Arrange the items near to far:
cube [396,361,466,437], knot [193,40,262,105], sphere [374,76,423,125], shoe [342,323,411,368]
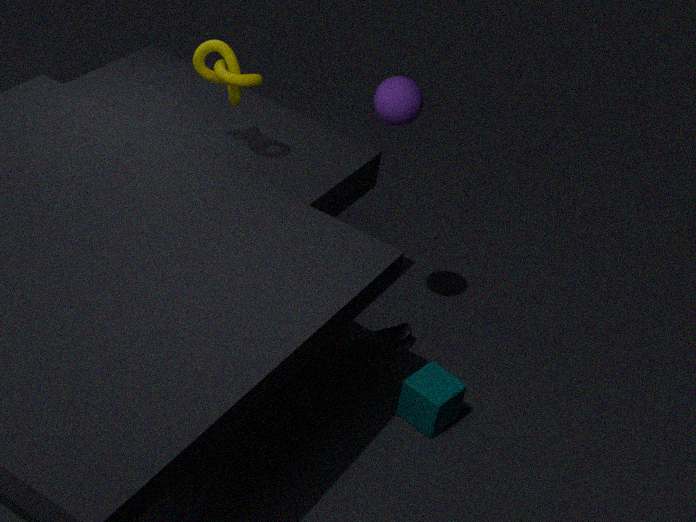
1. sphere [374,76,423,125]
2. knot [193,40,262,105]
3. cube [396,361,466,437]
4. shoe [342,323,411,368]
